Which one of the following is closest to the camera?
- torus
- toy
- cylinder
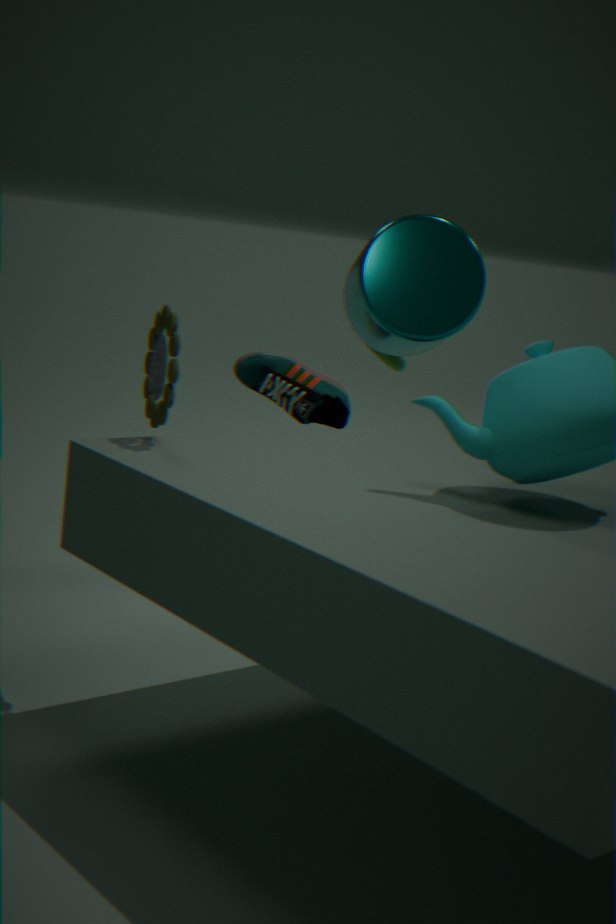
toy
